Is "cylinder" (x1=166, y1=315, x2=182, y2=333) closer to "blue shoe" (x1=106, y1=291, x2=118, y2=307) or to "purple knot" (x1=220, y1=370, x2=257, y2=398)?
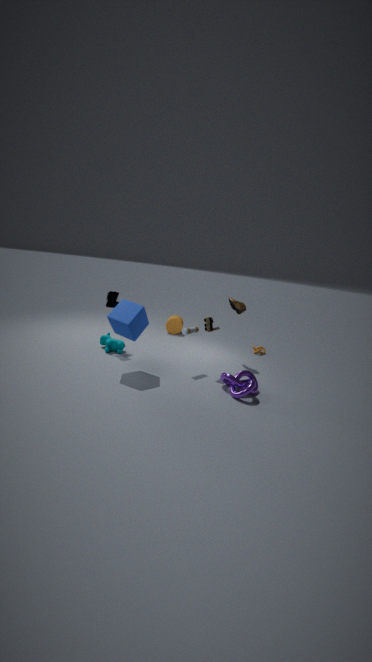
"blue shoe" (x1=106, y1=291, x2=118, y2=307)
